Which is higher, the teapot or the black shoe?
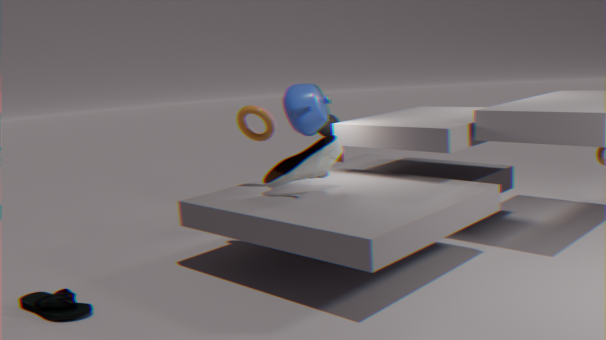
the teapot
